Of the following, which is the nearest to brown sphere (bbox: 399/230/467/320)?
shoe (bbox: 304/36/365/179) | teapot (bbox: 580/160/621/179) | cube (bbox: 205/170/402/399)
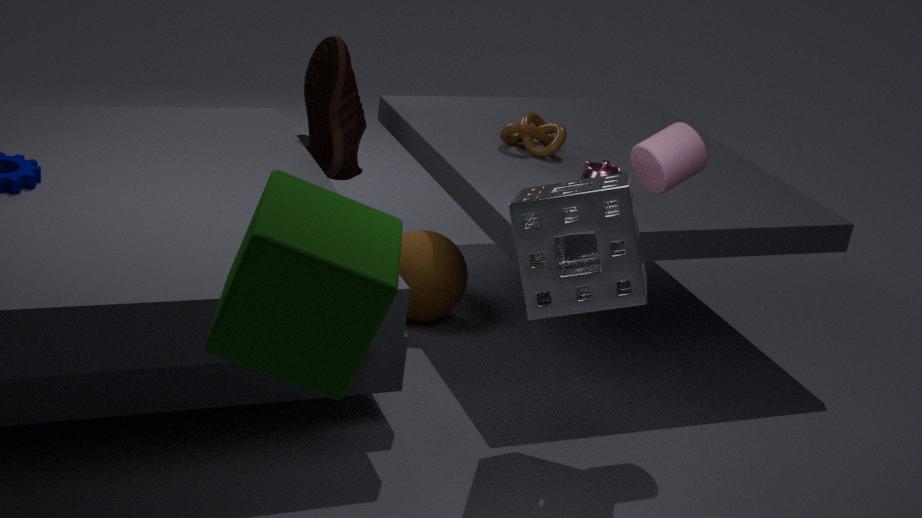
shoe (bbox: 304/36/365/179)
